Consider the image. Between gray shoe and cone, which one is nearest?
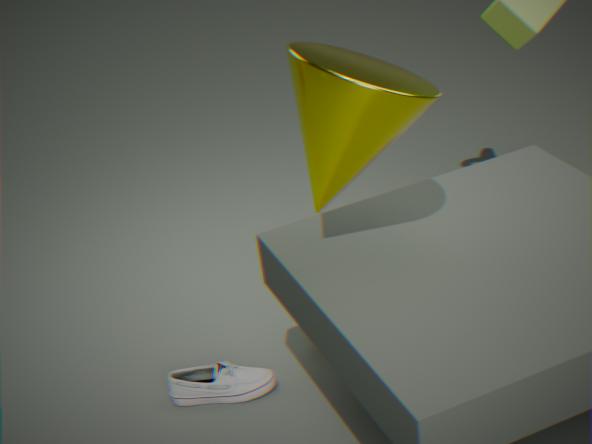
cone
